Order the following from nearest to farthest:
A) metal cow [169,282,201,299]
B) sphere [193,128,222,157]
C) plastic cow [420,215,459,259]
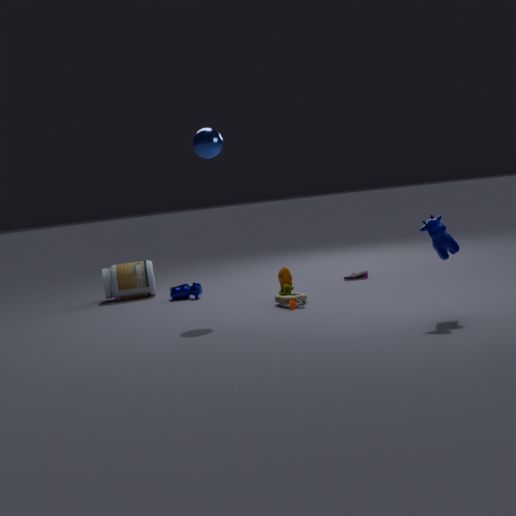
1. plastic cow [420,215,459,259]
2. sphere [193,128,222,157]
3. metal cow [169,282,201,299]
